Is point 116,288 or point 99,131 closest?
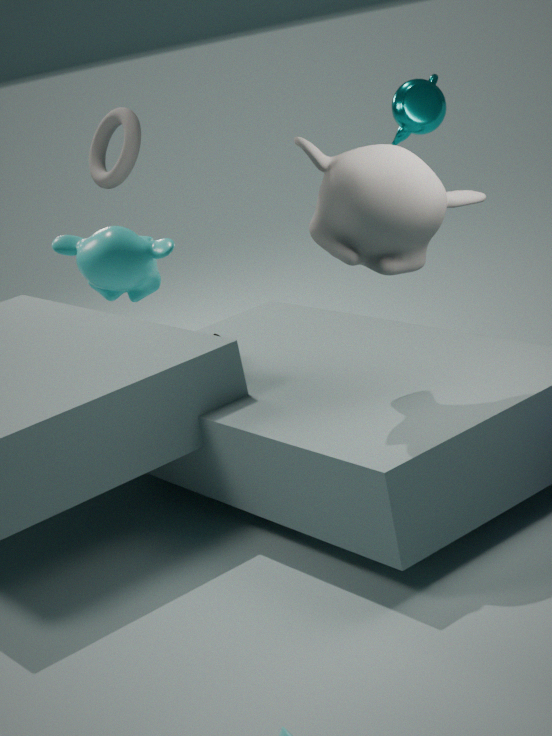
point 116,288
